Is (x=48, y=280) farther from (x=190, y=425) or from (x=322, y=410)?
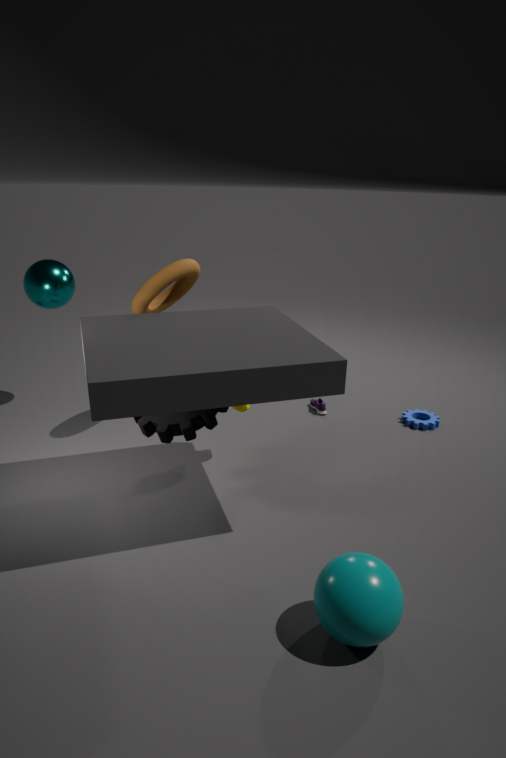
(x=322, y=410)
